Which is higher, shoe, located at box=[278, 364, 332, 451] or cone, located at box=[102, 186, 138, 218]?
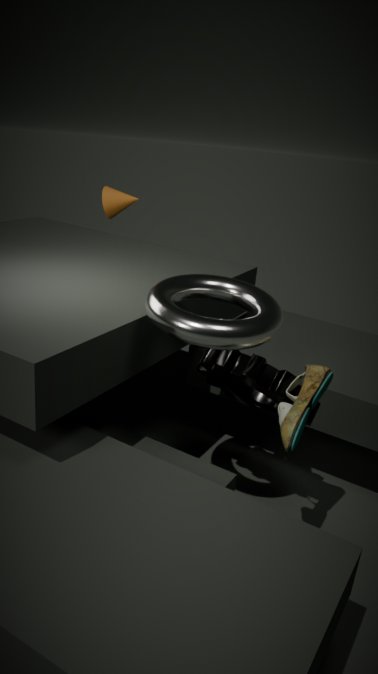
cone, located at box=[102, 186, 138, 218]
